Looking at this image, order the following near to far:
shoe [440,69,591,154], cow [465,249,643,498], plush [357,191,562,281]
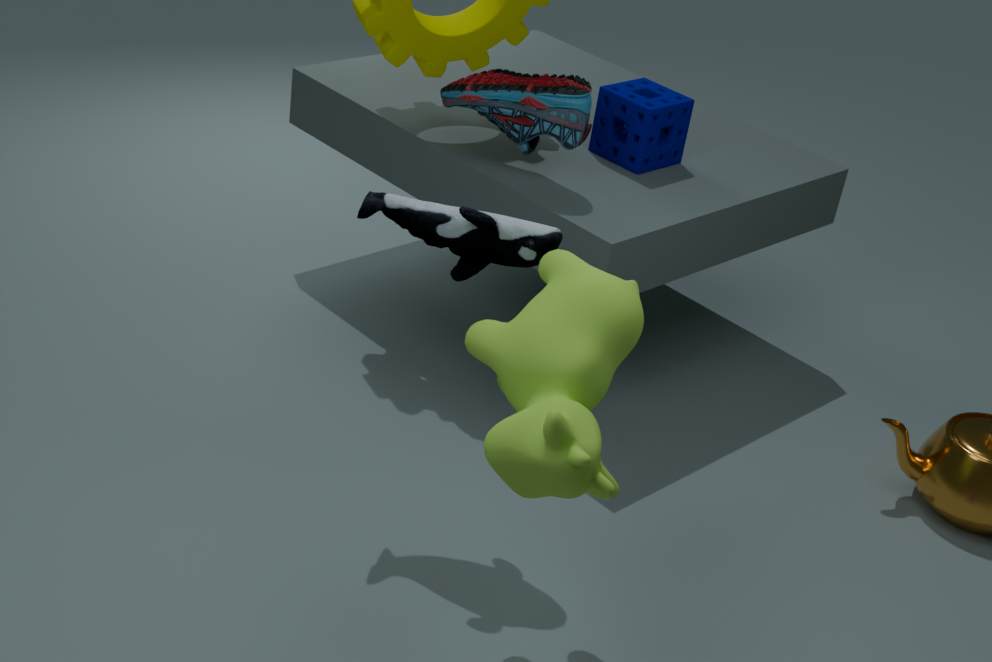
1. cow [465,249,643,498]
2. plush [357,191,562,281]
3. shoe [440,69,591,154]
